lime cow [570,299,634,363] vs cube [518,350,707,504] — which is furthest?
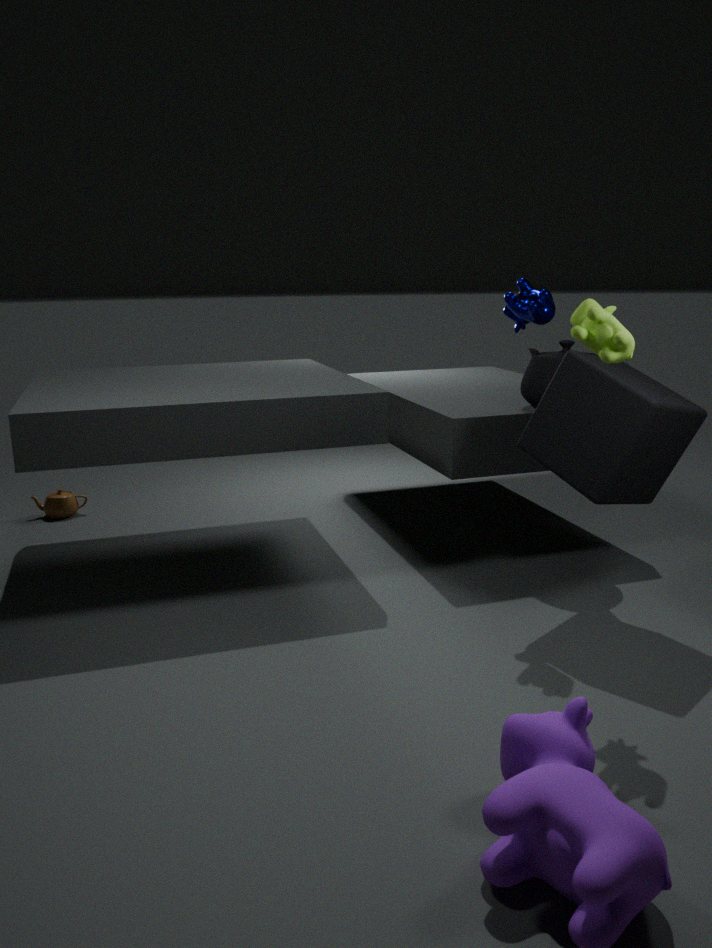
cube [518,350,707,504]
